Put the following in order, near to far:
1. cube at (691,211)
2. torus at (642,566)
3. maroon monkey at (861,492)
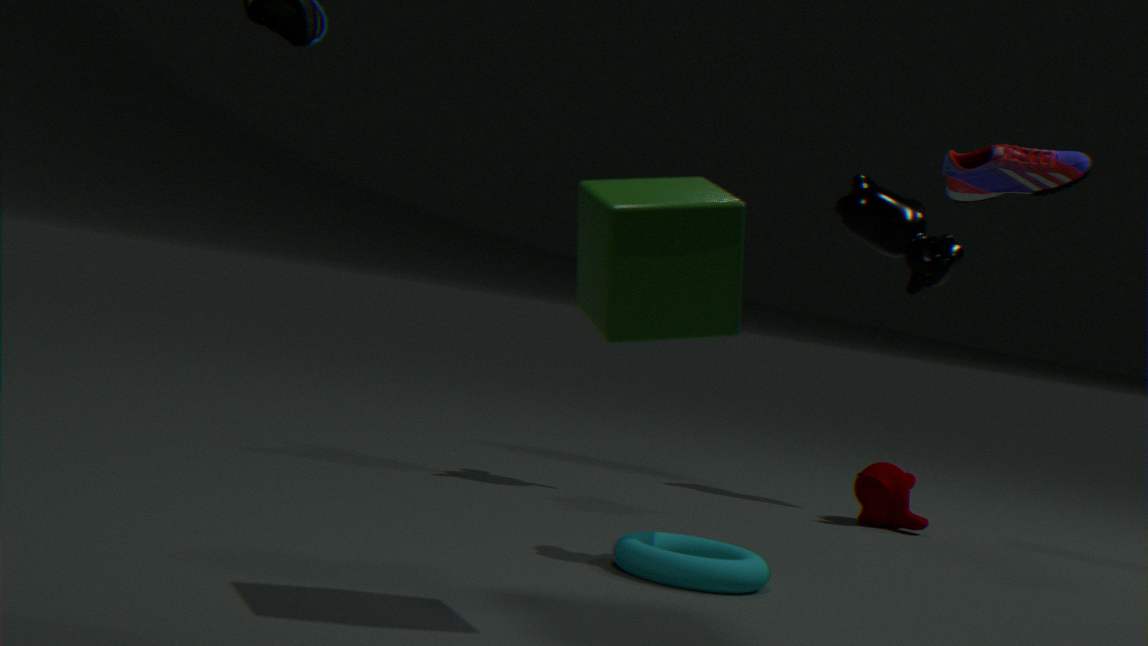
1. cube at (691,211)
2. torus at (642,566)
3. maroon monkey at (861,492)
